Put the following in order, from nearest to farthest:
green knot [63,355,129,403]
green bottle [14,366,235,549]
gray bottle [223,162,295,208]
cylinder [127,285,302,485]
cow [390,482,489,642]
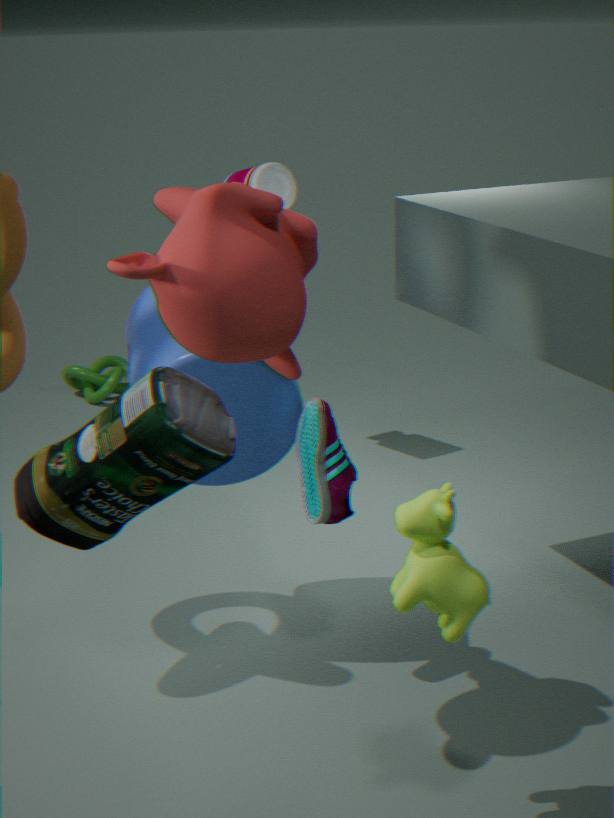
green bottle [14,366,235,549] → cow [390,482,489,642] → cylinder [127,285,302,485] → gray bottle [223,162,295,208] → green knot [63,355,129,403]
